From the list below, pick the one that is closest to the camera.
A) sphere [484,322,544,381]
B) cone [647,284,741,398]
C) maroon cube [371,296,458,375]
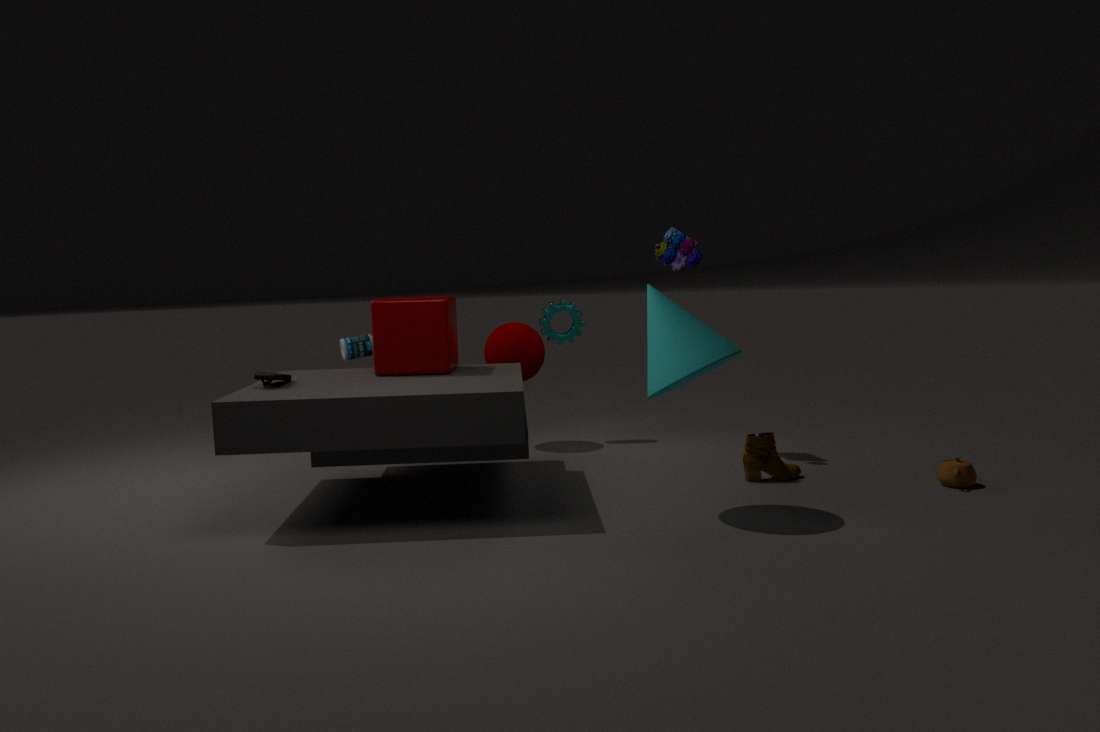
cone [647,284,741,398]
